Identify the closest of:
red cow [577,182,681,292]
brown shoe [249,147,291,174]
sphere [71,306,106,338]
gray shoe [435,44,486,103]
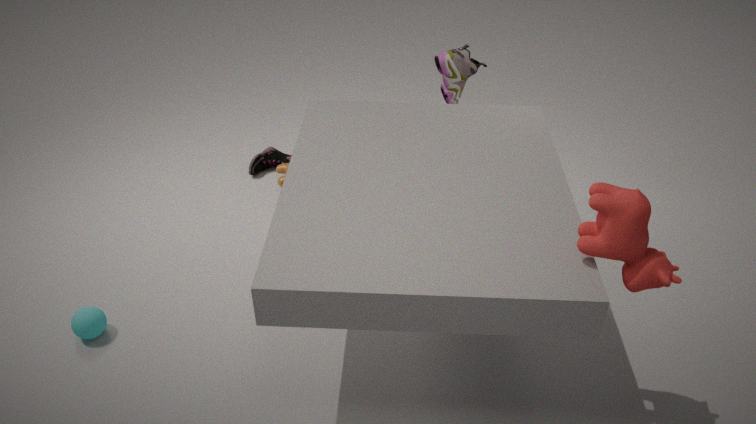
red cow [577,182,681,292]
